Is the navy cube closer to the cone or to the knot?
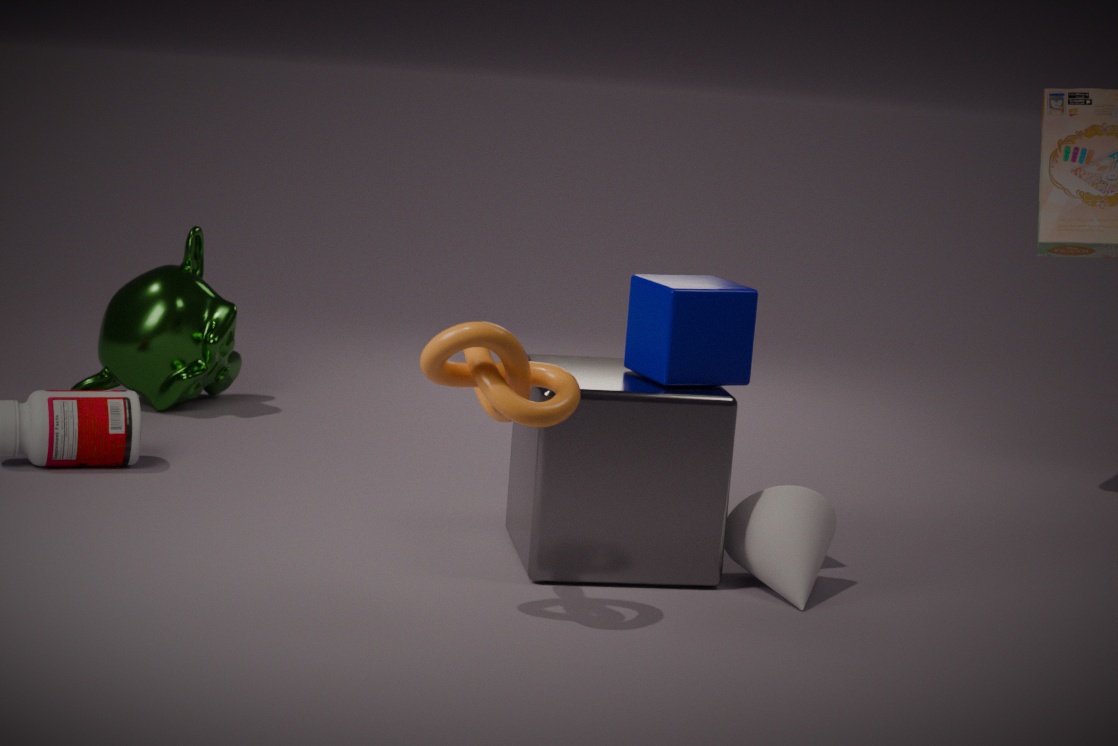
the cone
